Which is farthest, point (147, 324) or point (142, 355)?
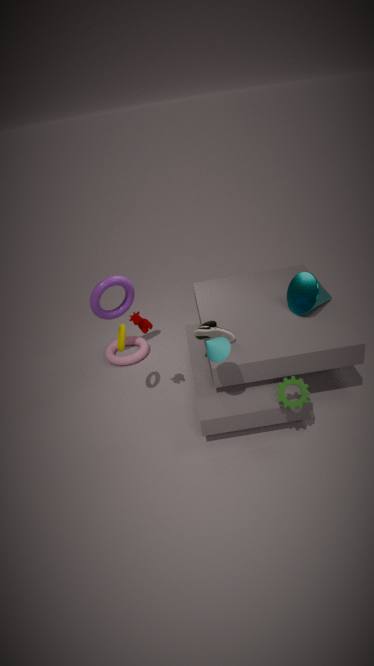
point (142, 355)
